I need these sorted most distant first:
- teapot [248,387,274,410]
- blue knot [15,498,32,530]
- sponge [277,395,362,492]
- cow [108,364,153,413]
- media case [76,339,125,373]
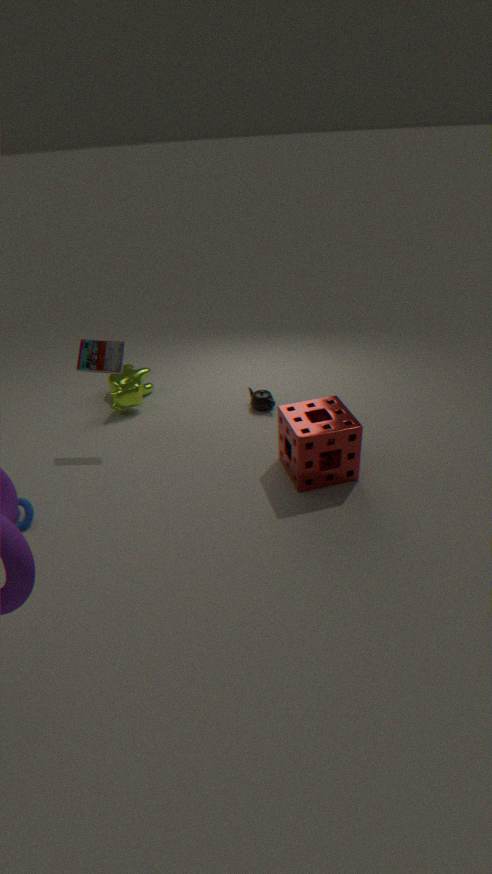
cow [108,364,153,413]
teapot [248,387,274,410]
media case [76,339,125,373]
blue knot [15,498,32,530]
sponge [277,395,362,492]
